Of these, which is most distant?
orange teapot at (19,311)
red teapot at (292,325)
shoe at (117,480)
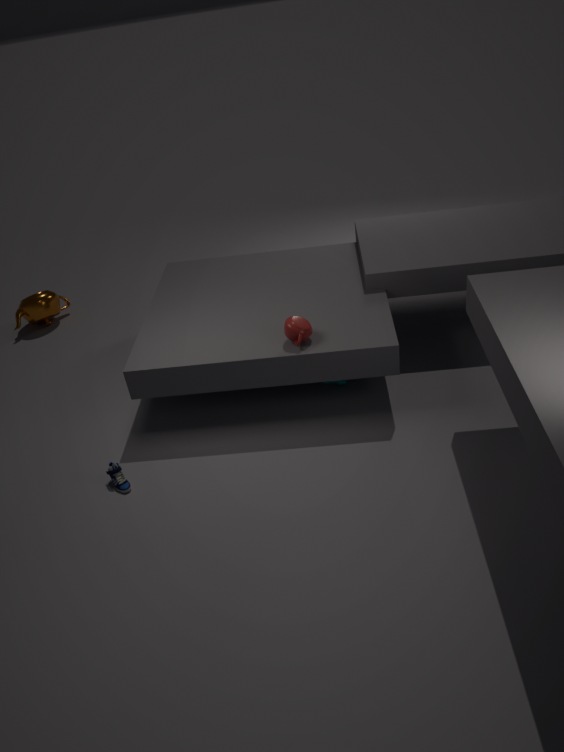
orange teapot at (19,311)
